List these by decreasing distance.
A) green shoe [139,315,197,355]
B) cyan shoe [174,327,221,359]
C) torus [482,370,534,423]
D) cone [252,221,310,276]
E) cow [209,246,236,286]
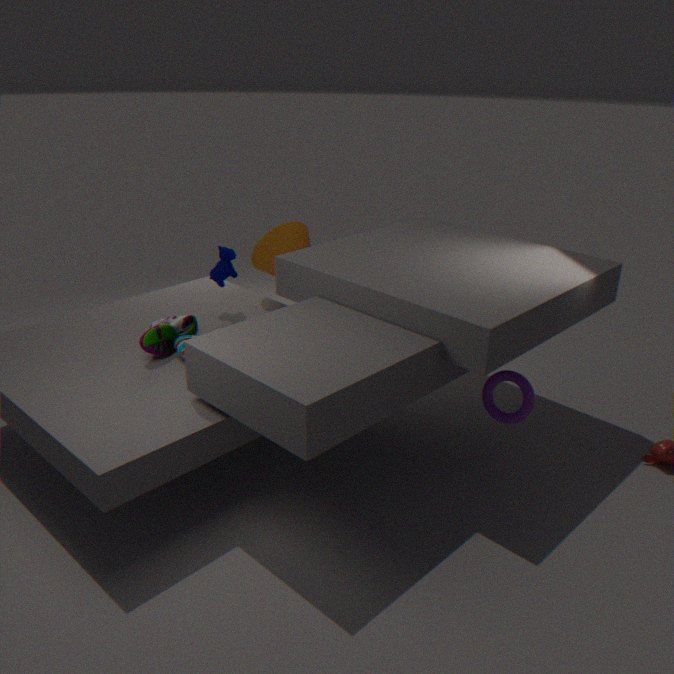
cone [252,221,310,276]
cow [209,246,236,286]
cyan shoe [174,327,221,359]
green shoe [139,315,197,355]
torus [482,370,534,423]
